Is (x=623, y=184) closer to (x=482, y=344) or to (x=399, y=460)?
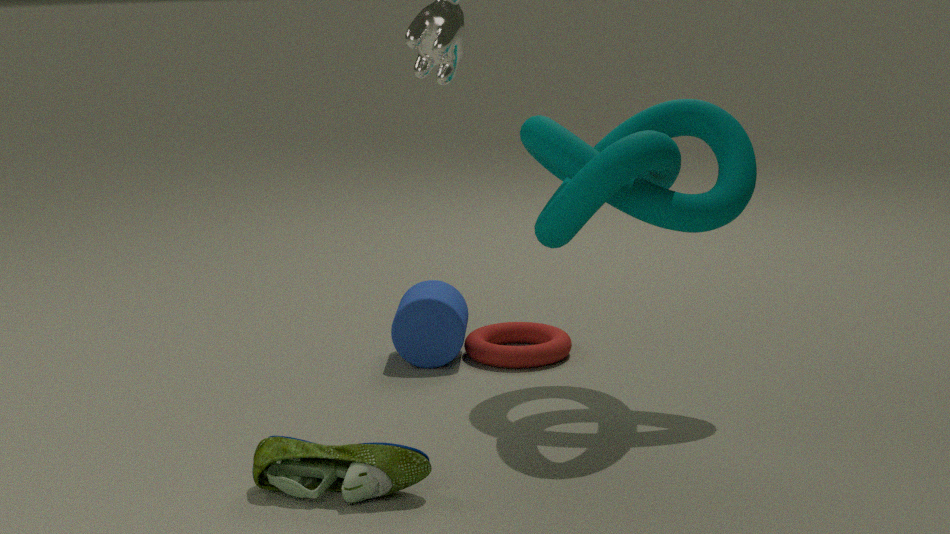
(x=482, y=344)
